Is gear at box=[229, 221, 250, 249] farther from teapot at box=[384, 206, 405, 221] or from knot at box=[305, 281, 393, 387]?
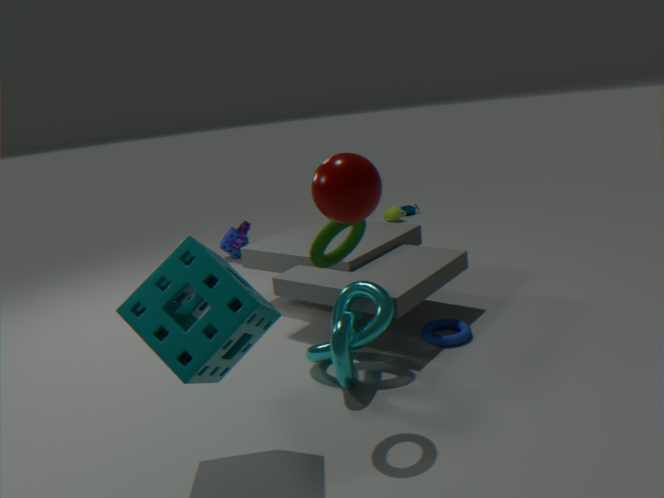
knot at box=[305, 281, 393, 387]
